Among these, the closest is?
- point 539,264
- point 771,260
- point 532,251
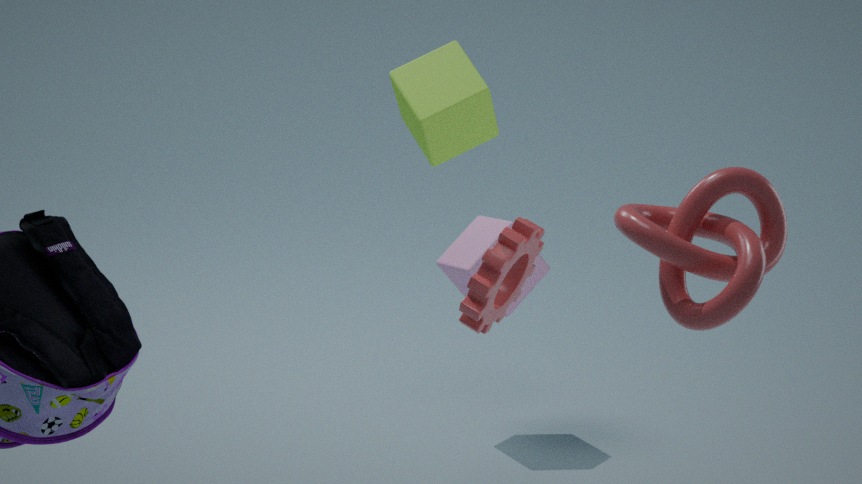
point 771,260
